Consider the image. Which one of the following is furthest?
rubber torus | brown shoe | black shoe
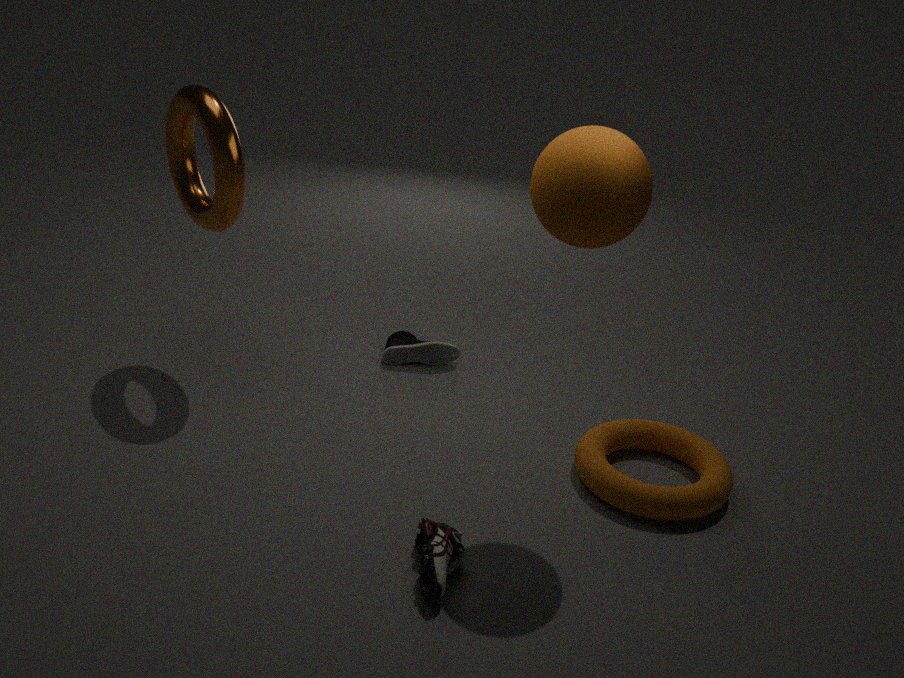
black shoe
